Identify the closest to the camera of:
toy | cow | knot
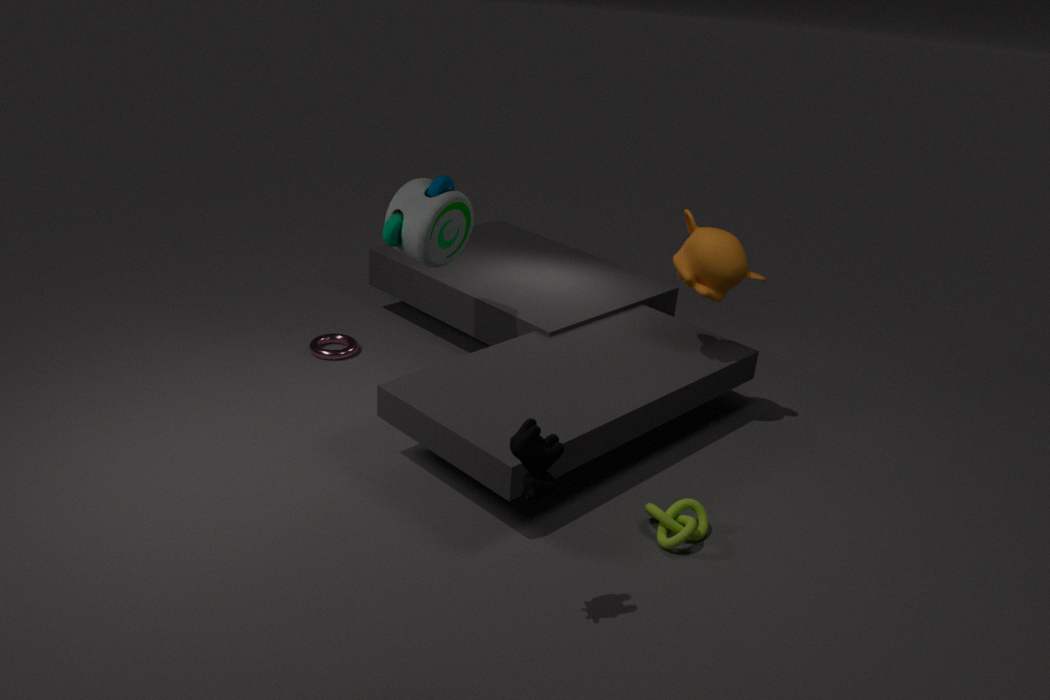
cow
